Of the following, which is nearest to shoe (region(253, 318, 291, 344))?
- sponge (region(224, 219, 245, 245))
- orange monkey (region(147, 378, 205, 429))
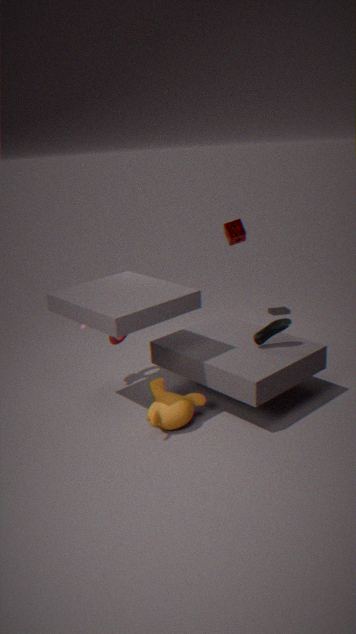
orange monkey (region(147, 378, 205, 429))
